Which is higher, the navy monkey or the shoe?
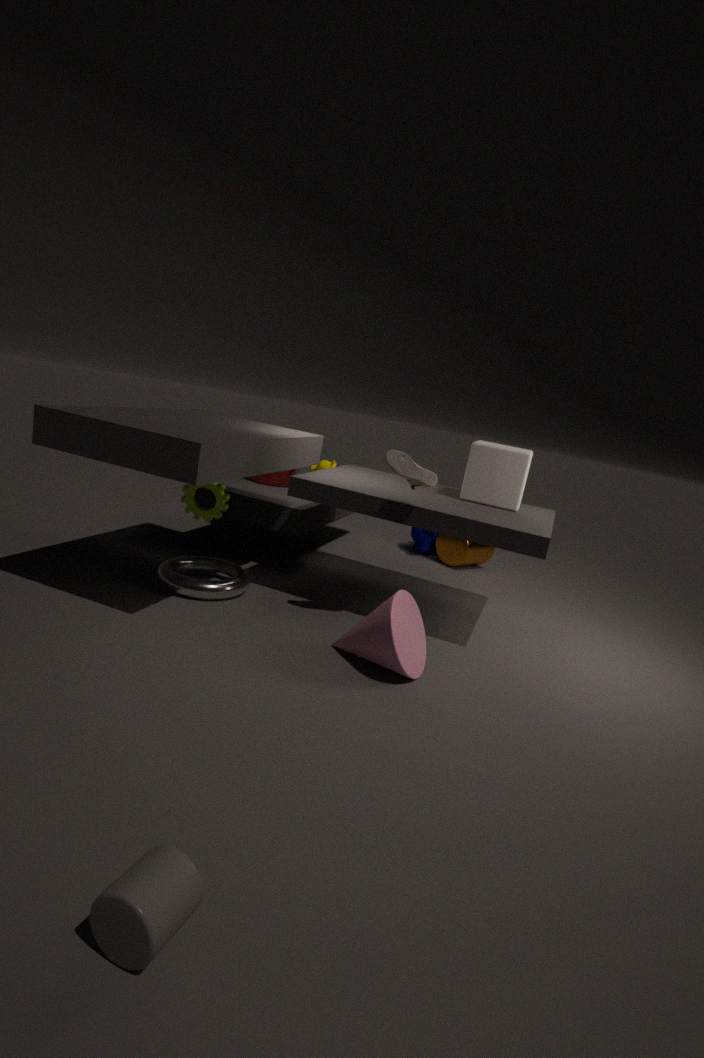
the shoe
